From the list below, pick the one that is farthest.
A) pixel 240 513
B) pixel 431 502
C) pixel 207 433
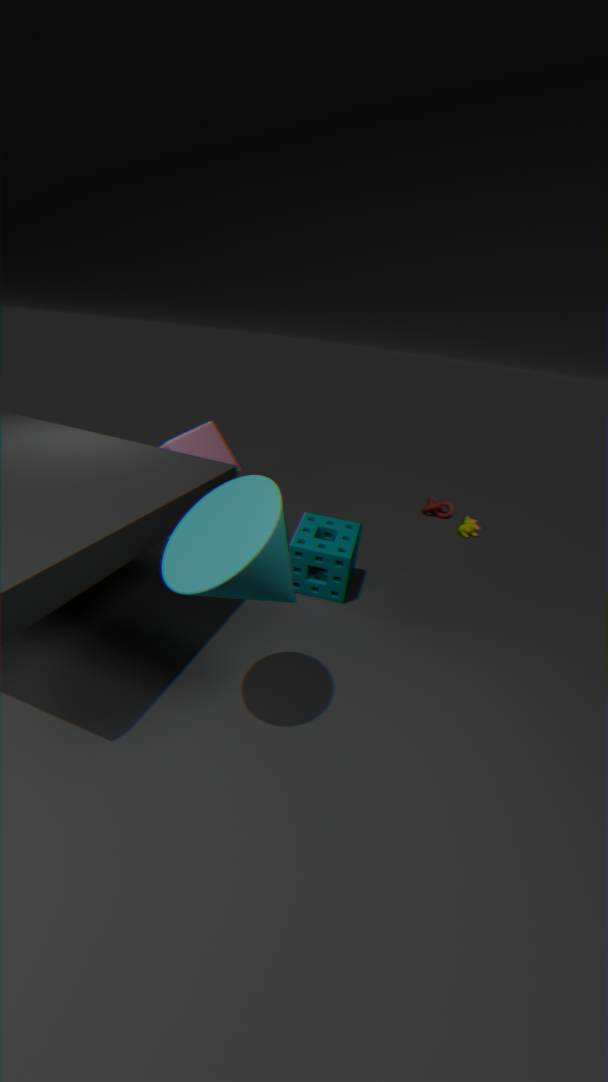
pixel 431 502
